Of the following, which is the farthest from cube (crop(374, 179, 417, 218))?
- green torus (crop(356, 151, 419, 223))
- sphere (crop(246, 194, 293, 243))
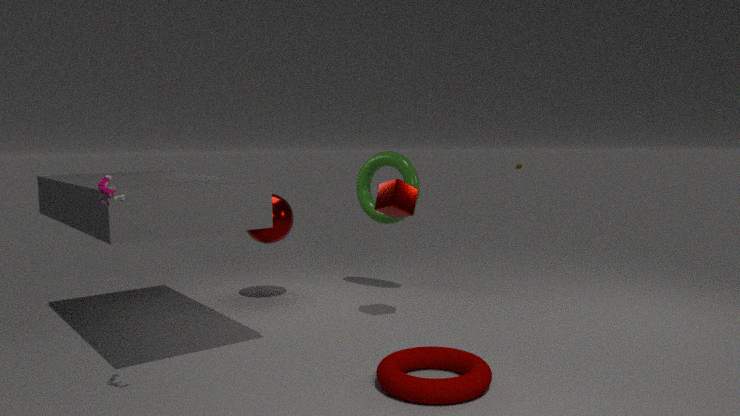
sphere (crop(246, 194, 293, 243))
